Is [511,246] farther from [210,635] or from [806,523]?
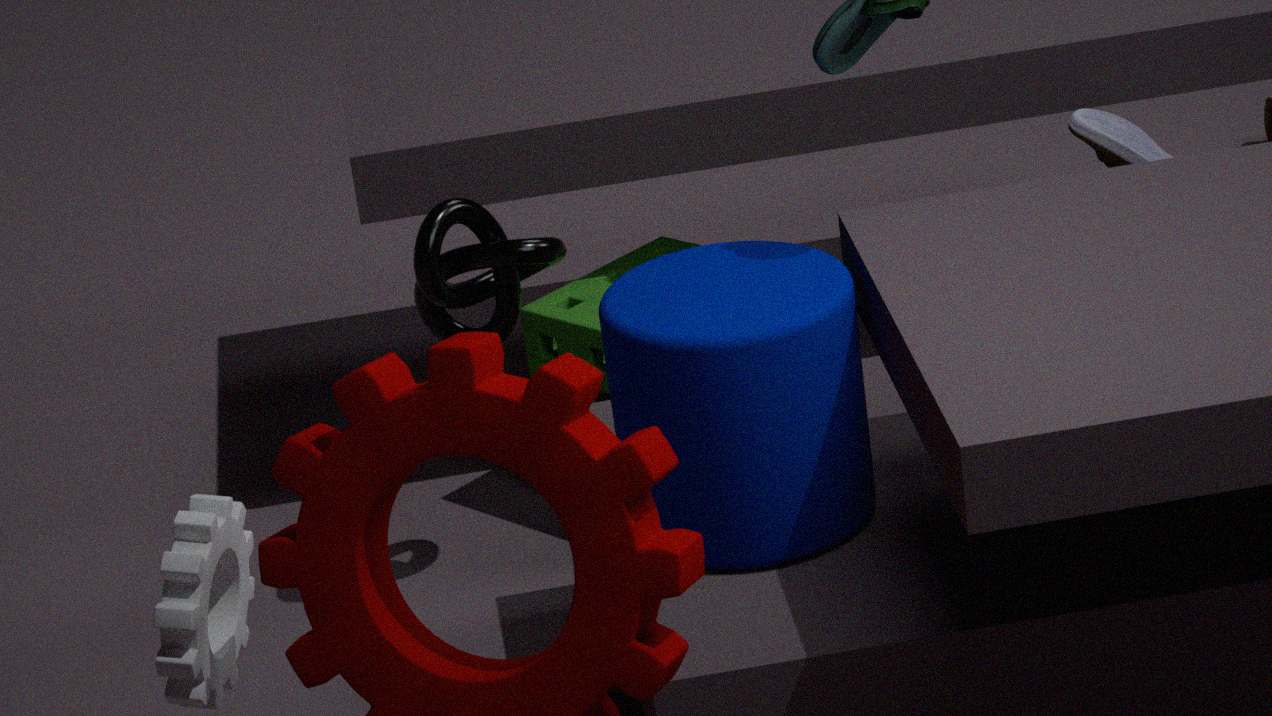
[210,635]
